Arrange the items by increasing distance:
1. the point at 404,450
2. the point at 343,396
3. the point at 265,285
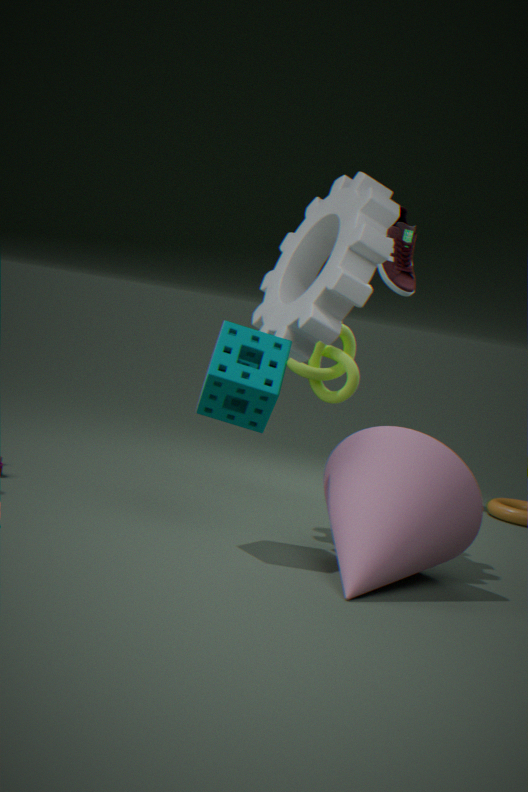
the point at 404,450
the point at 265,285
the point at 343,396
